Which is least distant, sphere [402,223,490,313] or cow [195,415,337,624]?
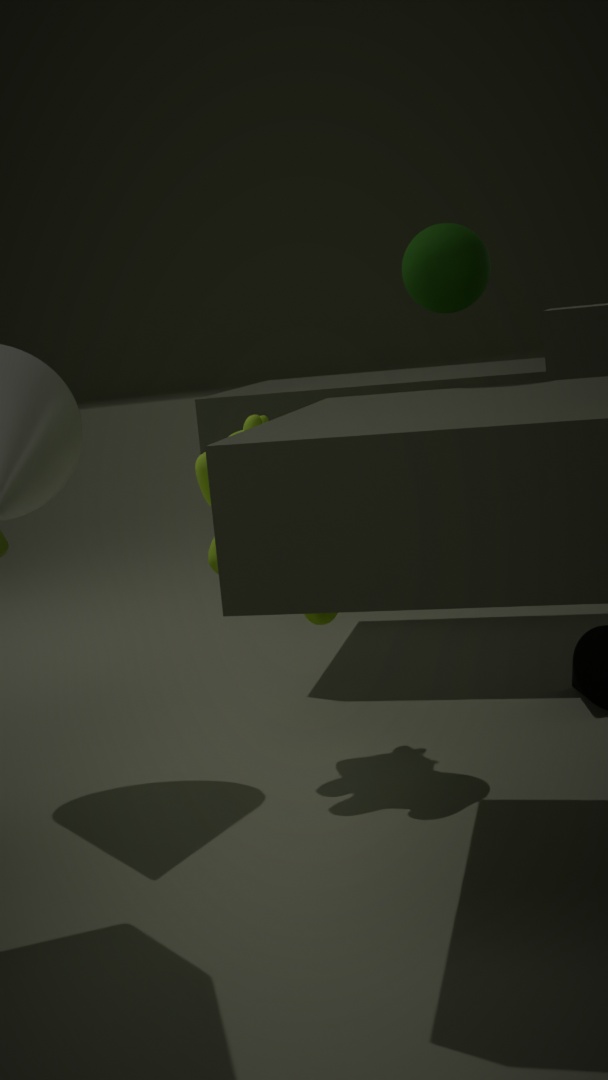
sphere [402,223,490,313]
